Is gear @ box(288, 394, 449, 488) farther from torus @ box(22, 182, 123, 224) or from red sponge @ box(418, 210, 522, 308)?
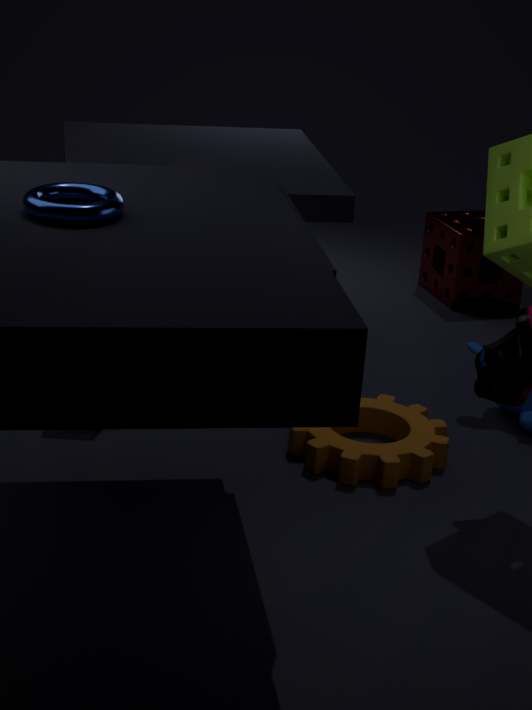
red sponge @ box(418, 210, 522, 308)
